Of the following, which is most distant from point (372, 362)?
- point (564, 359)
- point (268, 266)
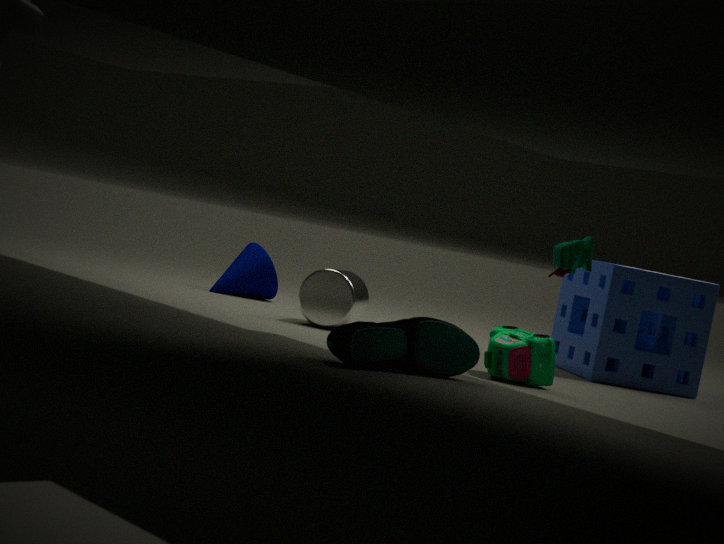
point (268, 266)
